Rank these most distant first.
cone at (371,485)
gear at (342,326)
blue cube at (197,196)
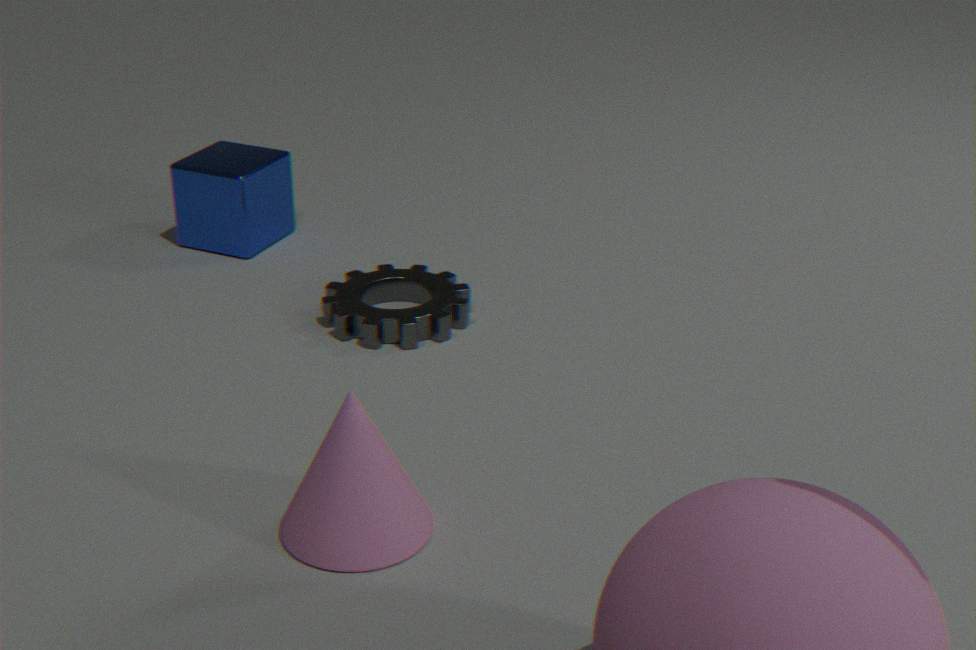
blue cube at (197,196) → gear at (342,326) → cone at (371,485)
